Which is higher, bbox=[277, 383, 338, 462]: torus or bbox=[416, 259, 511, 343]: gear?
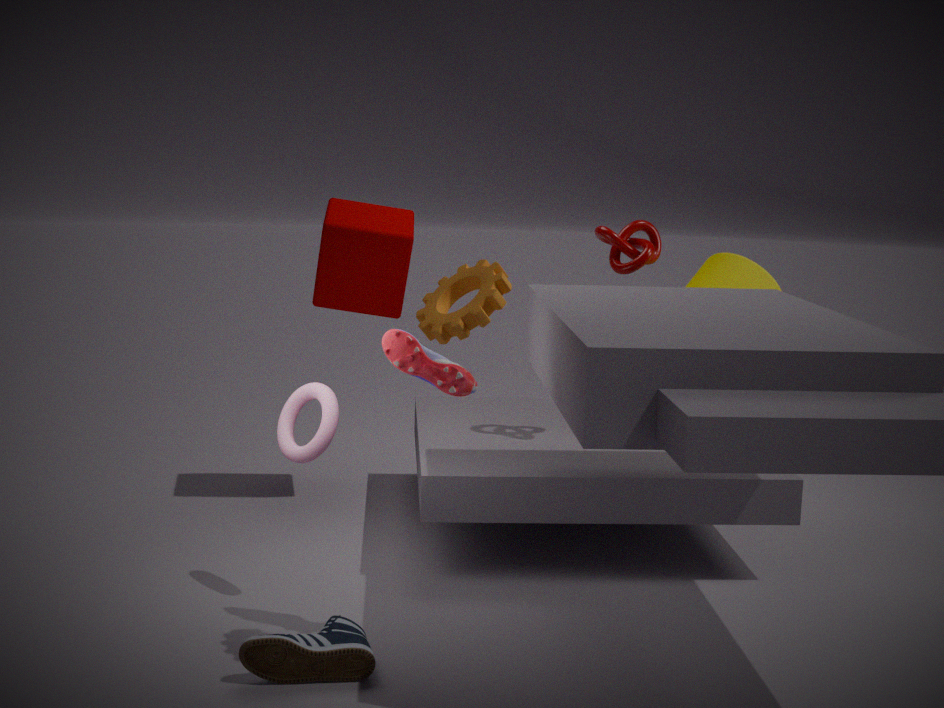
bbox=[416, 259, 511, 343]: gear
